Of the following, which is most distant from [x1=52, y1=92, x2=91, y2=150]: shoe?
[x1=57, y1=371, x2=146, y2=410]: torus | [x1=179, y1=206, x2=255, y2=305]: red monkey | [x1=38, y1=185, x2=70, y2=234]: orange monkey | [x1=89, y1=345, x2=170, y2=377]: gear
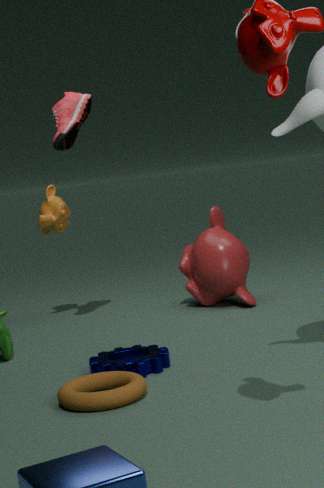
[x1=57, y1=371, x2=146, y2=410]: torus
